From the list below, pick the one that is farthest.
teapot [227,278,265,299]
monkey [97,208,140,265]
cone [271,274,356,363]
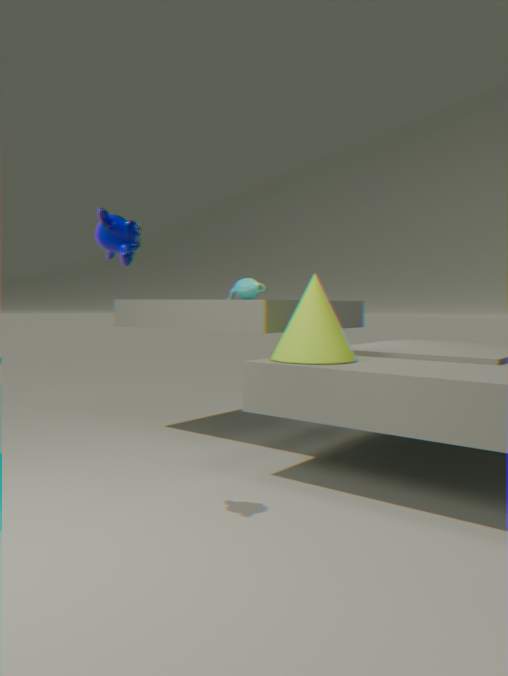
teapot [227,278,265,299]
